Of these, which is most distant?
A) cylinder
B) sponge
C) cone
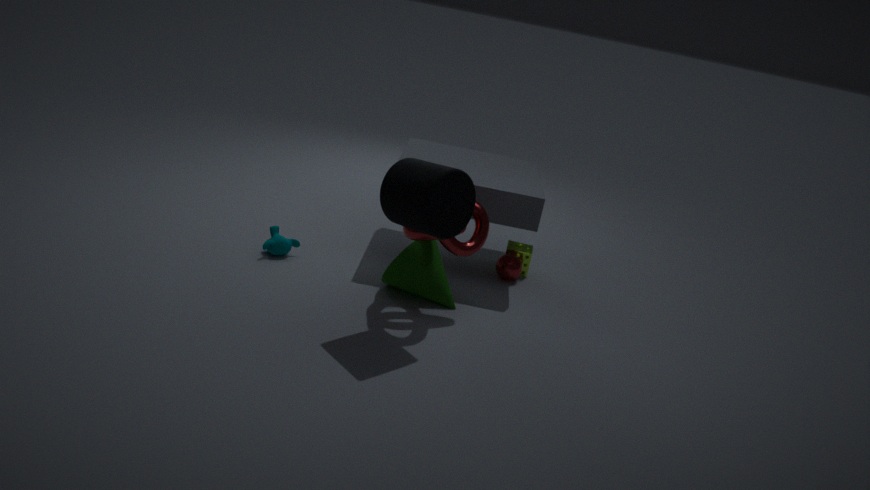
sponge
